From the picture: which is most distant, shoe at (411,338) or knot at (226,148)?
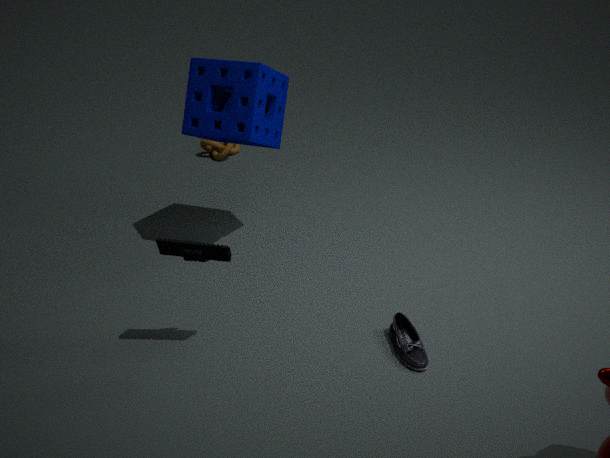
knot at (226,148)
